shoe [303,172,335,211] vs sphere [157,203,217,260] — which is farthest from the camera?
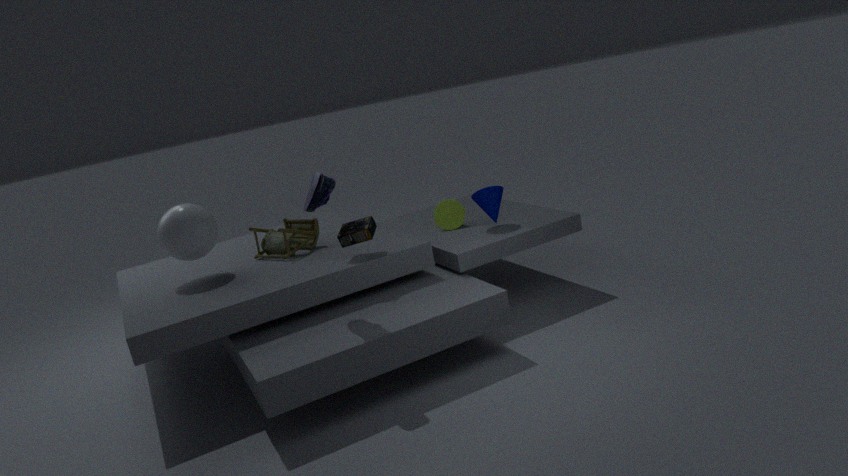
sphere [157,203,217,260]
